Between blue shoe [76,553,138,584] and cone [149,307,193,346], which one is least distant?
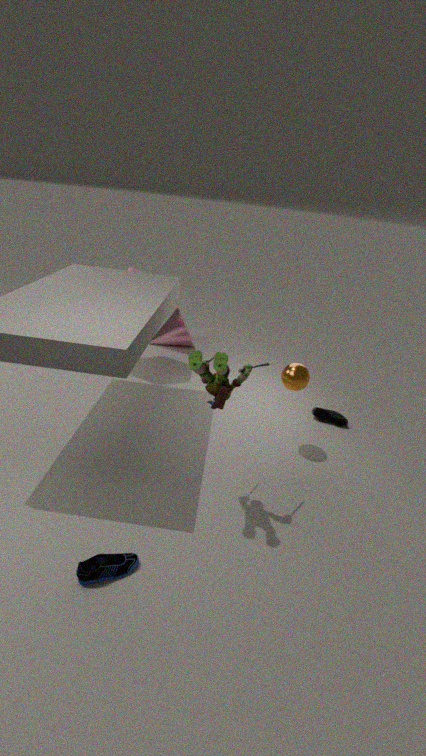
blue shoe [76,553,138,584]
